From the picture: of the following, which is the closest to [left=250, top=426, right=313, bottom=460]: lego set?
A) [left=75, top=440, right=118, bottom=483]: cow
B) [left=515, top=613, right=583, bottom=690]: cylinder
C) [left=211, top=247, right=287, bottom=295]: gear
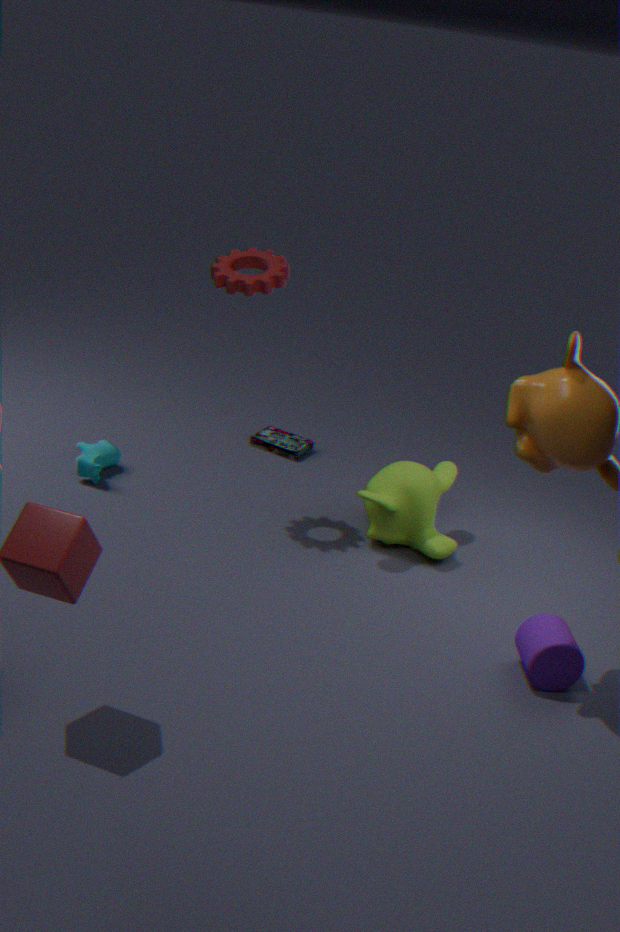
[left=75, top=440, right=118, bottom=483]: cow
